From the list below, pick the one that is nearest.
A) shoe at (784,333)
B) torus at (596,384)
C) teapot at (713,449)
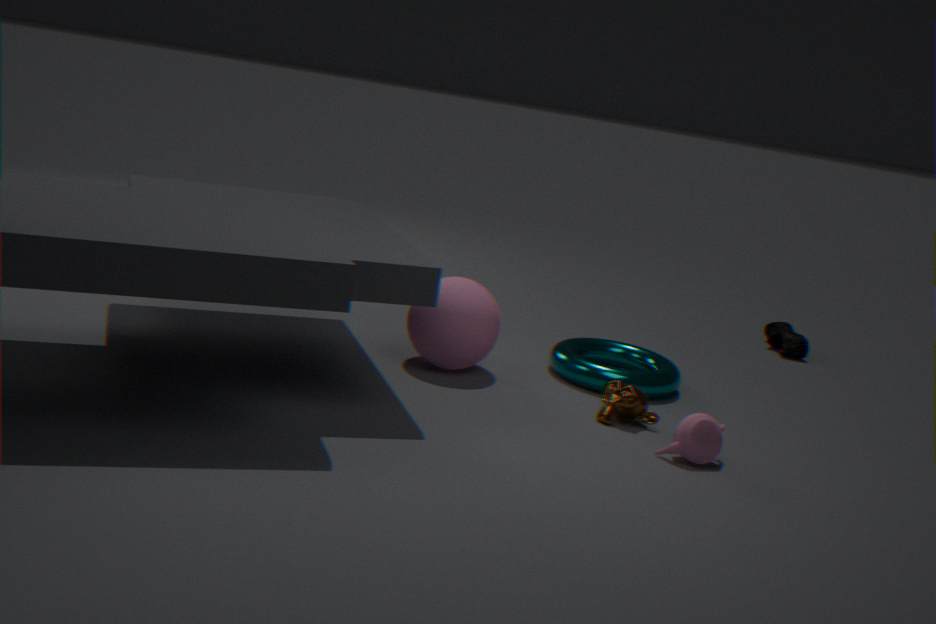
C. teapot at (713,449)
